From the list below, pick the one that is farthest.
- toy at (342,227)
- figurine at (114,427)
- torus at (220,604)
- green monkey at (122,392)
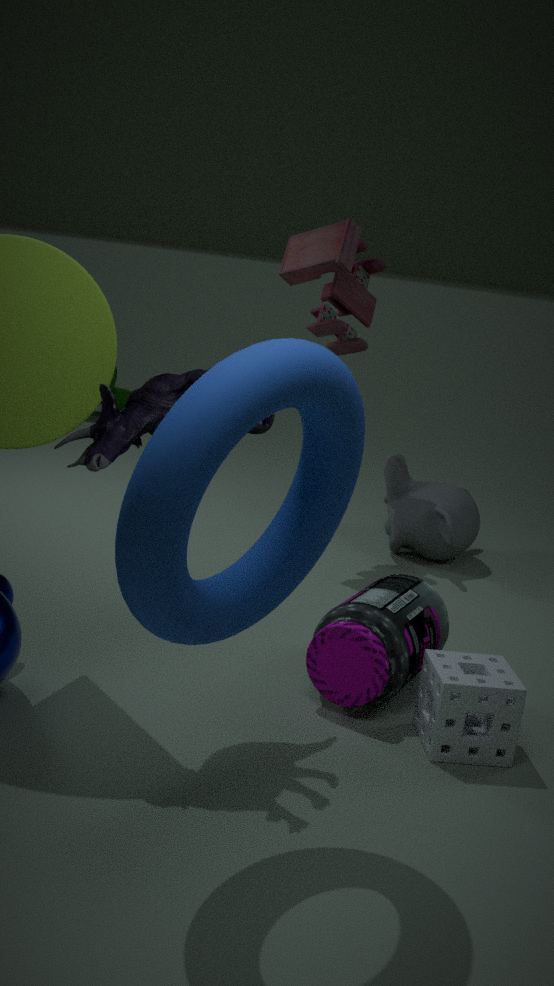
green monkey at (122,392)
